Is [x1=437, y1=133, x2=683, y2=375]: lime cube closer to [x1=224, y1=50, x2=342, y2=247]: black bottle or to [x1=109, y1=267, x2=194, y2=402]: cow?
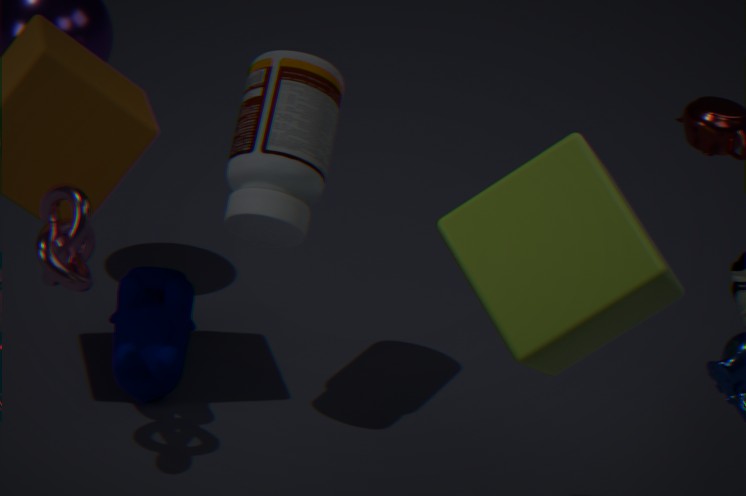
[x1=224, y1=50, x2=342, y2=247]: black bottle
